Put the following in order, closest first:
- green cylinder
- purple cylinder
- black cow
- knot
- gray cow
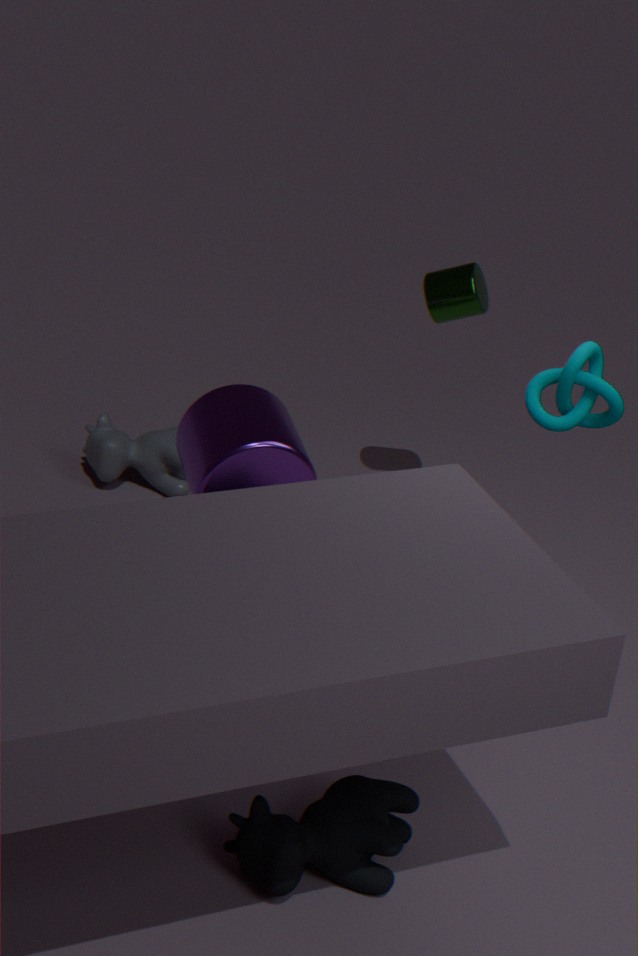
black cow < knot < purple cylinder < green cylinder < gray cow
